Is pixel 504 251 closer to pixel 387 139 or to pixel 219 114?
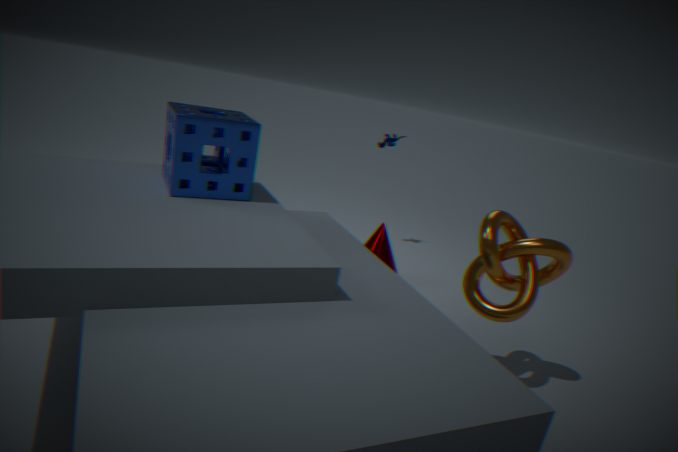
pixel 219 114
